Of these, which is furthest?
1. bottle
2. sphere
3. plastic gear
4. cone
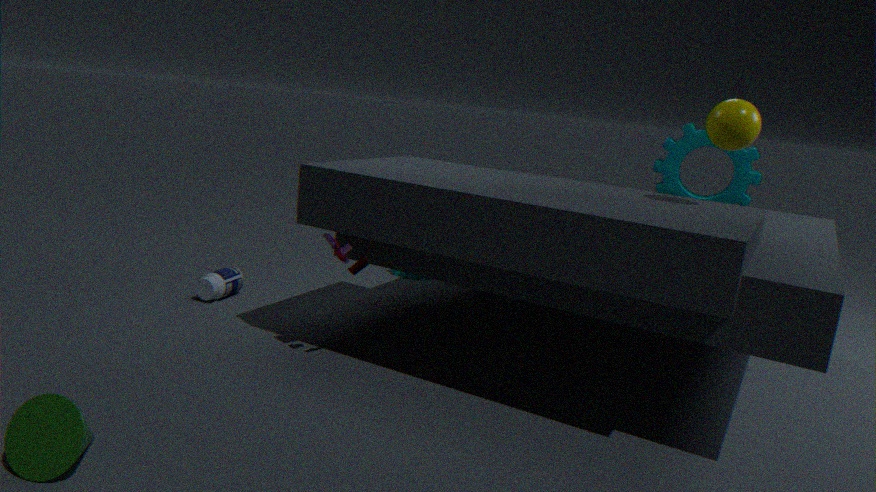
plastic gear
